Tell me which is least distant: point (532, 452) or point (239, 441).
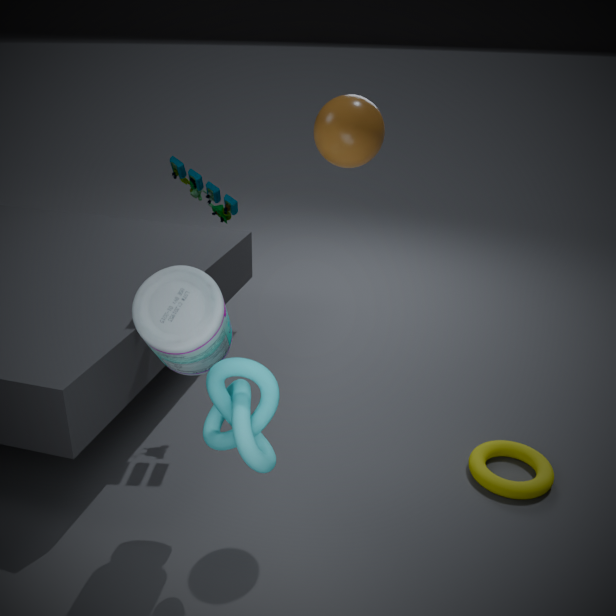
point (239, 441)
